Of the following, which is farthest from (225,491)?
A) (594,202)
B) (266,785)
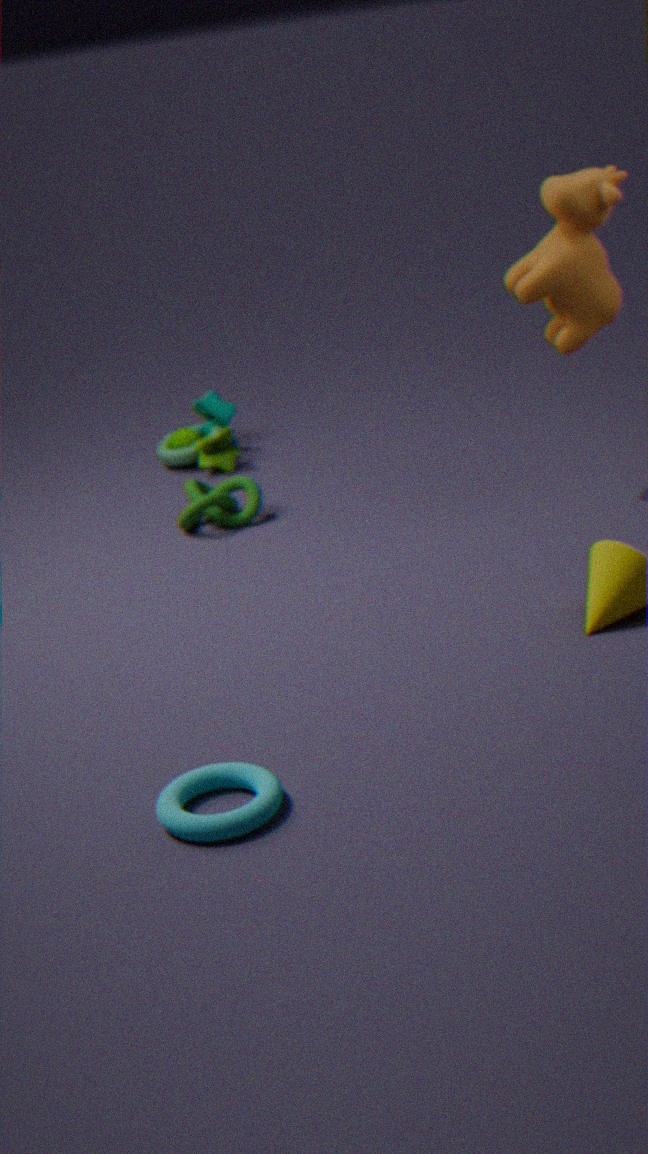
(266,785)
